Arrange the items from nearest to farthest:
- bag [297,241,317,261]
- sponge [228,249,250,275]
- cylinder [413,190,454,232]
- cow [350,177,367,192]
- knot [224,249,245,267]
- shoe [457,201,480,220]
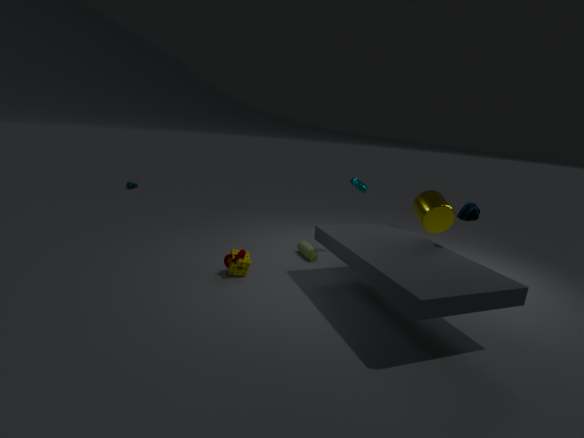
shoe [457,201,480,220]
knot [224,249,245,267]
sponge [228,249,250,275]
cylinder [413,190,454,232]
bag [297,241,317,261]
cow [350,177,367,192]
